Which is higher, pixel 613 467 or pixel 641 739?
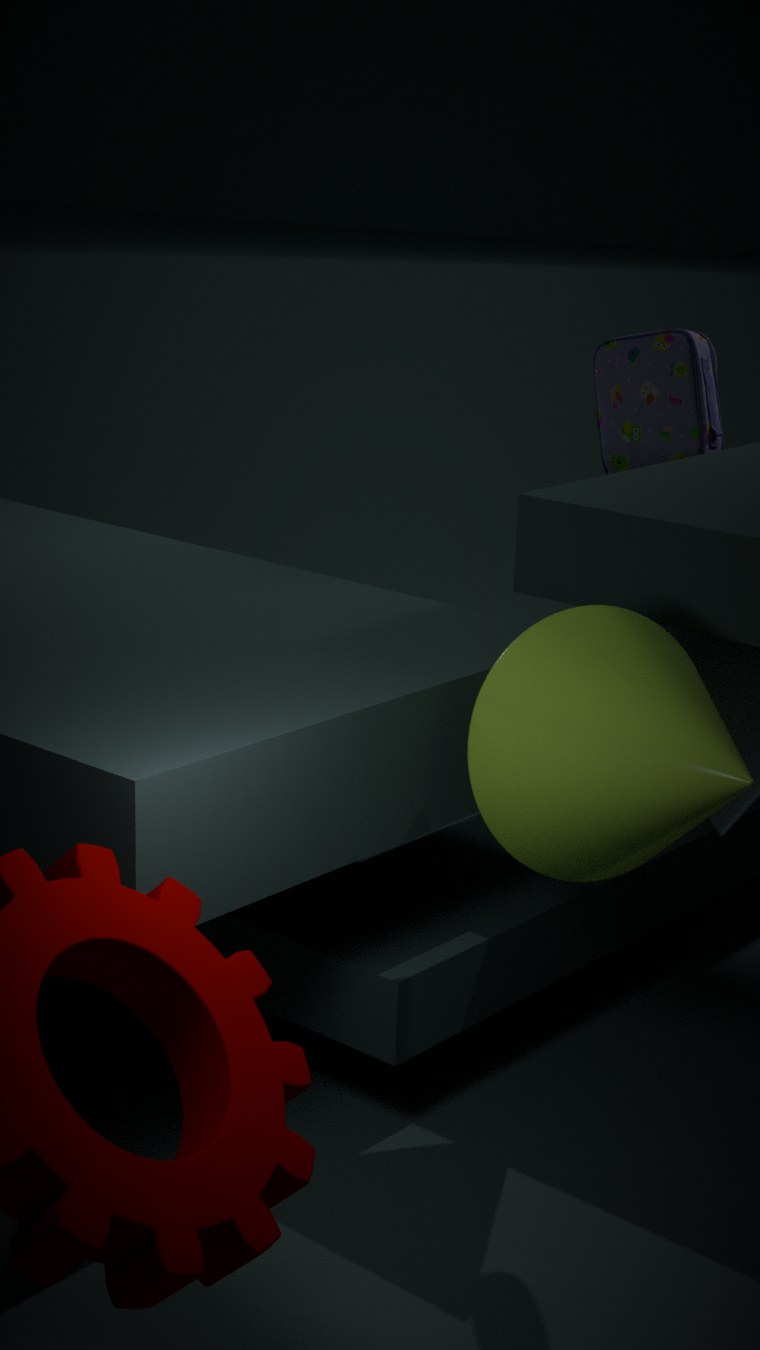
pixel 613 467
